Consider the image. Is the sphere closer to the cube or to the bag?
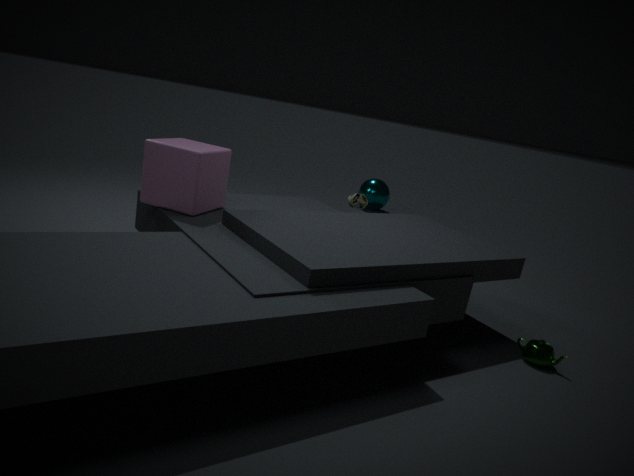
the bag
